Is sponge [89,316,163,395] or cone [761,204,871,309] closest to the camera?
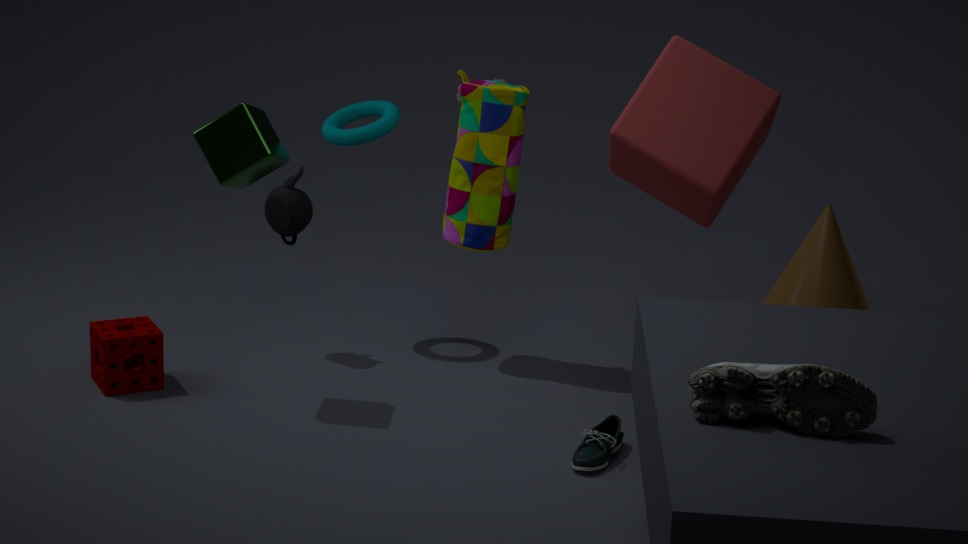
sponge [89,316,163,395]
